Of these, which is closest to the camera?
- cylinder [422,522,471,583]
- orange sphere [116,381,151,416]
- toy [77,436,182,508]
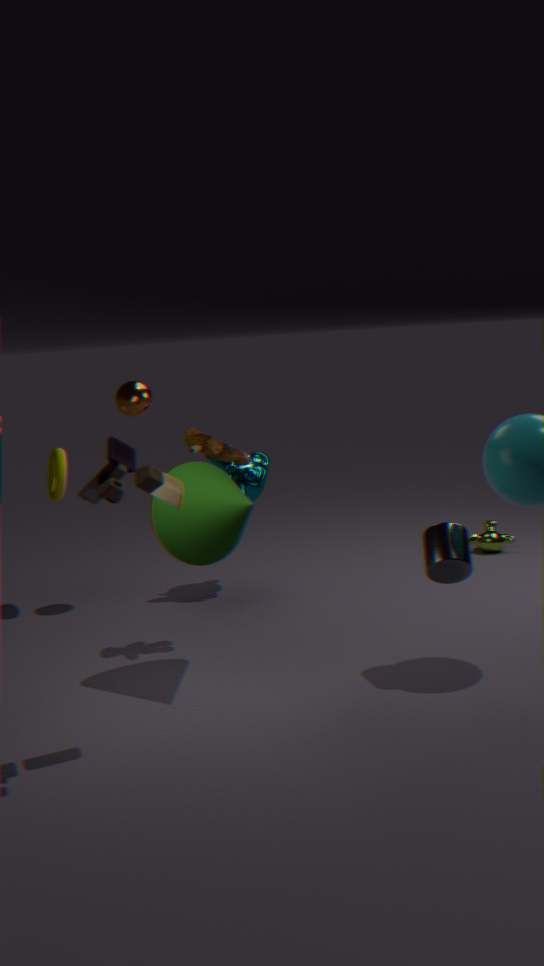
toy [77,436,182,508]
